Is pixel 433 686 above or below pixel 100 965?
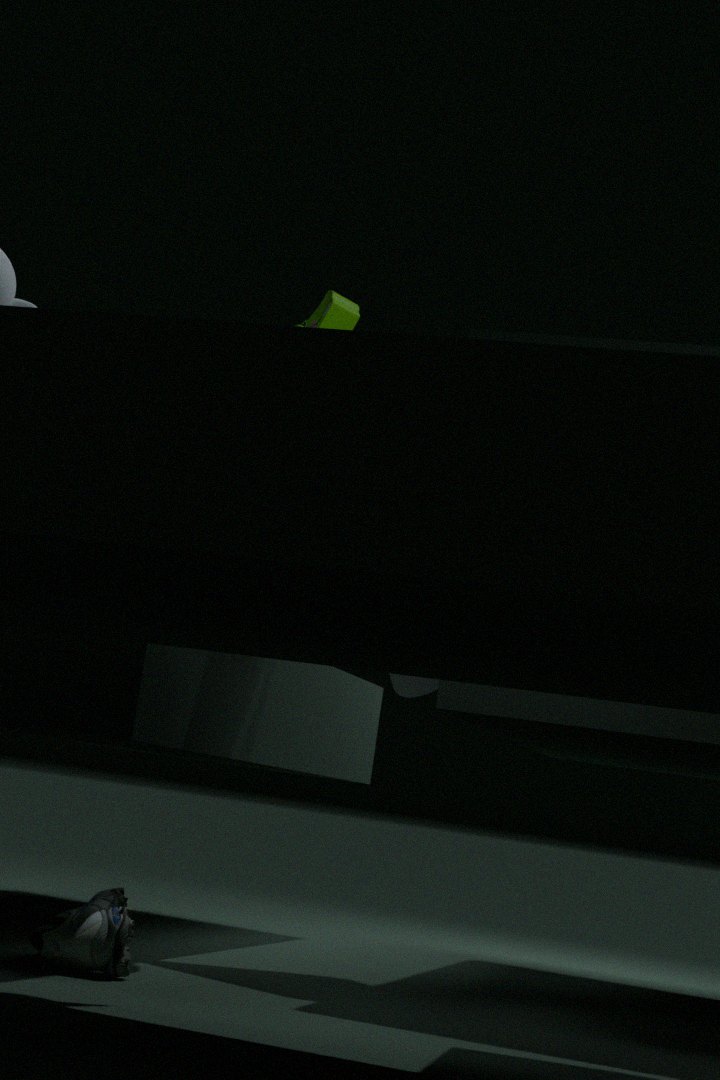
above
